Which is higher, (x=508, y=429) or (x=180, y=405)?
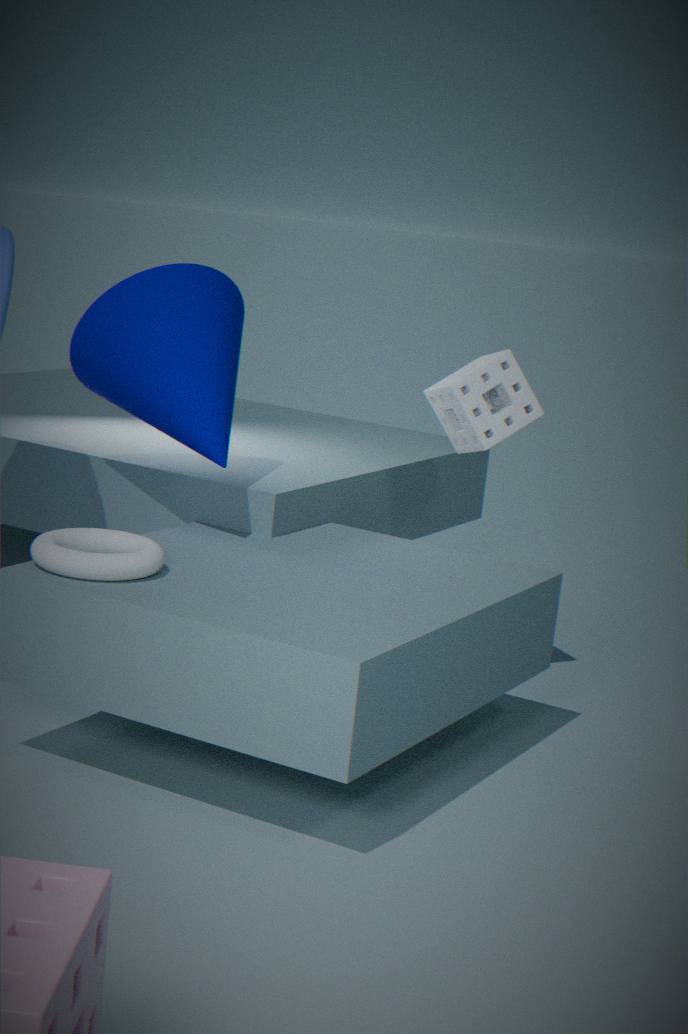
(x=180, y=405)
